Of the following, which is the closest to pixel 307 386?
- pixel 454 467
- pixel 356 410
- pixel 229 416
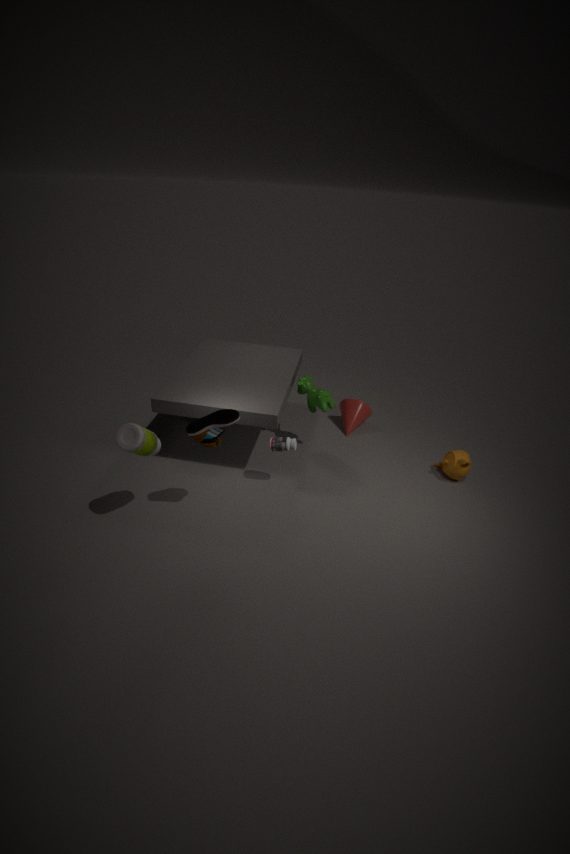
pixel 356 410
